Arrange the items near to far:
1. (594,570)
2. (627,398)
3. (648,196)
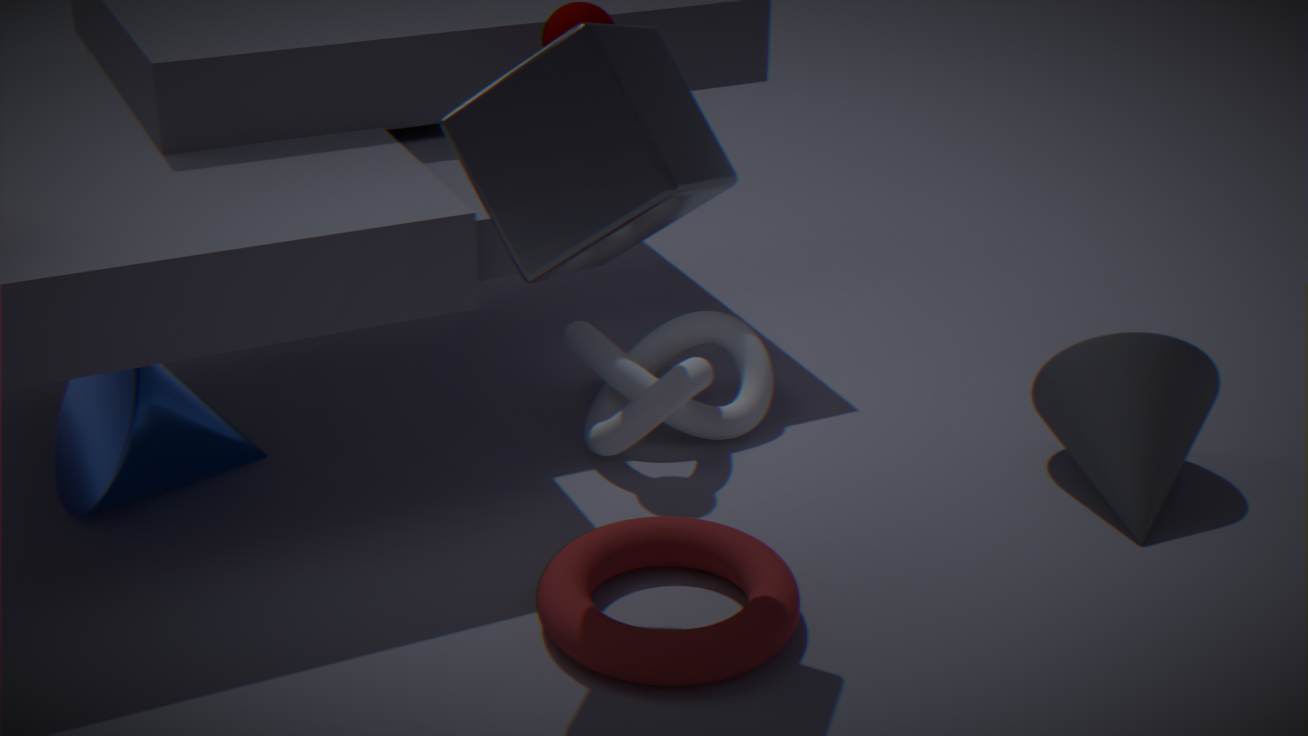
1. (648,196)
2. (594,570)
3. (627,398)
